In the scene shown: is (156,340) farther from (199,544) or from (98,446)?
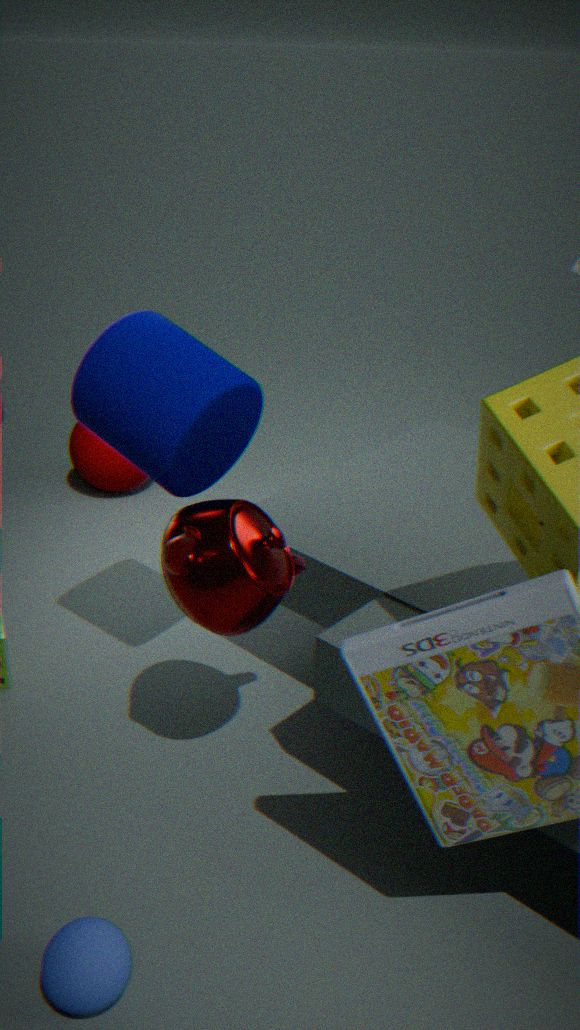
(98,446)
